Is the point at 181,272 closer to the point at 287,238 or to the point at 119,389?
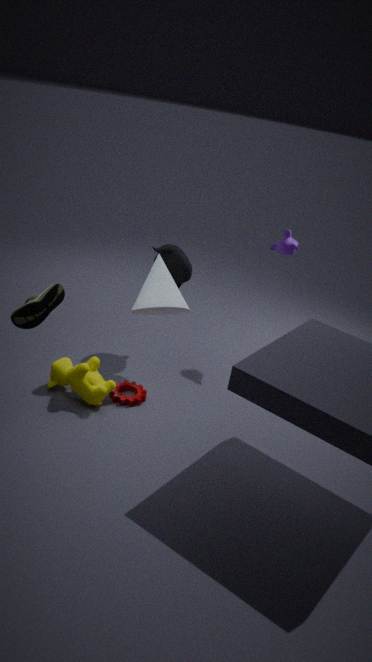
the point at 287,238
